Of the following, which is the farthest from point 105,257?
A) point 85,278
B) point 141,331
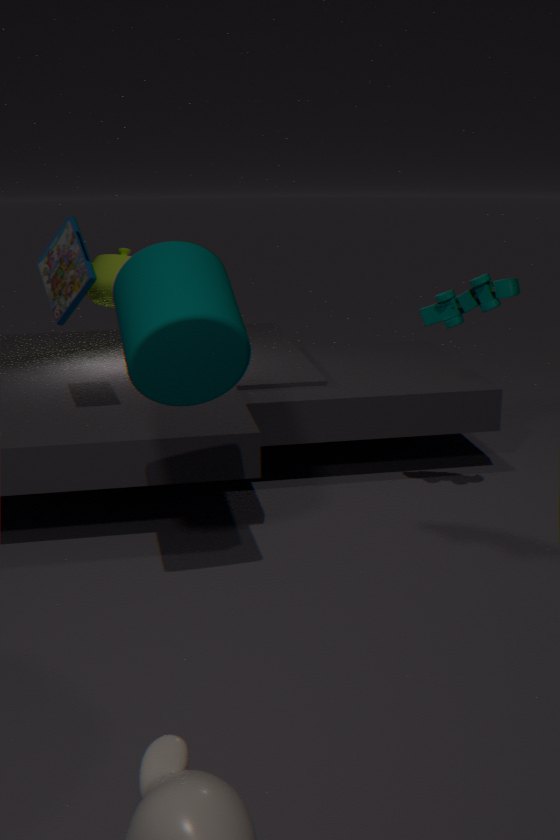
point 141,331
